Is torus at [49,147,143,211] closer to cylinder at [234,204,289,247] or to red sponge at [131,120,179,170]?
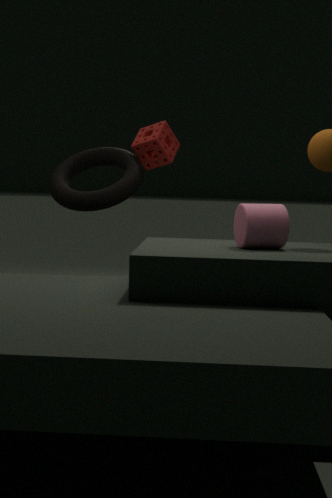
red sponge at [131,120,179,170]
